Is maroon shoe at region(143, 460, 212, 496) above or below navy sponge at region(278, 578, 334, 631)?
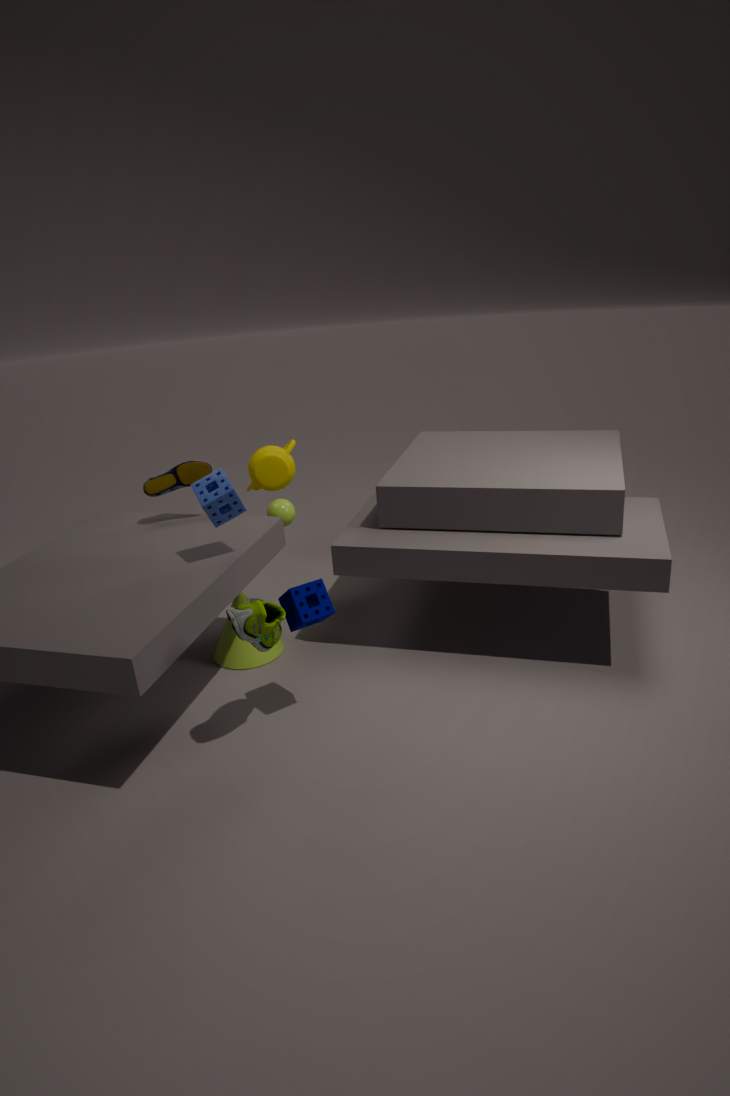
above
